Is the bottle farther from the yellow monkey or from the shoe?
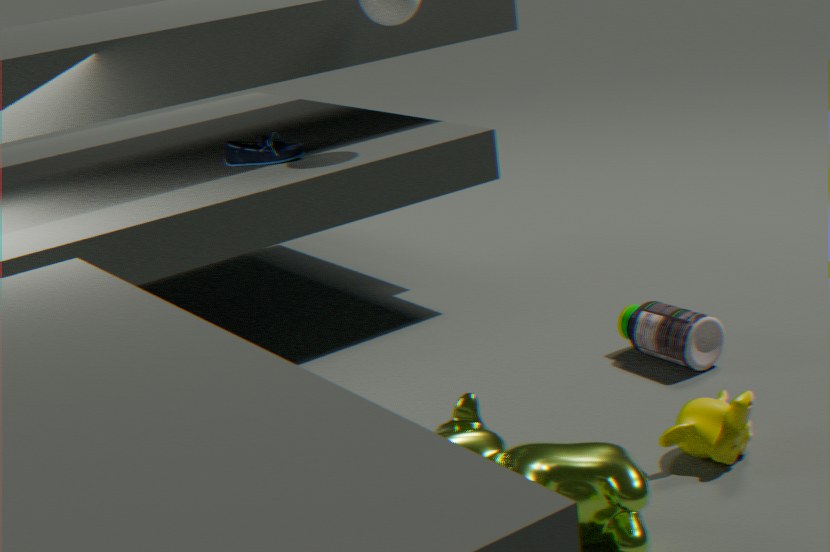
the shoe
